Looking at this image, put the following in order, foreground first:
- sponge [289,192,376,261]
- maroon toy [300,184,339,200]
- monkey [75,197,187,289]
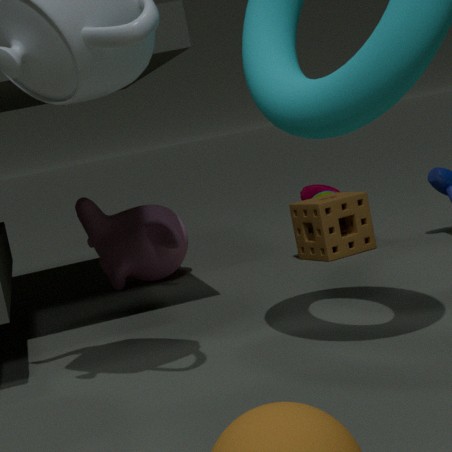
sponge [289,192,376,261] < monkey [75,197,187,289] < maroon toy [300,184,339,200]
